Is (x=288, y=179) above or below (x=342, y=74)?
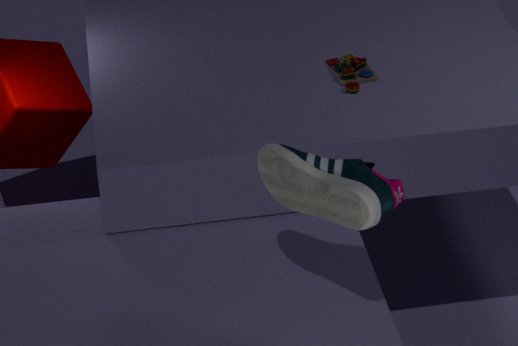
above
